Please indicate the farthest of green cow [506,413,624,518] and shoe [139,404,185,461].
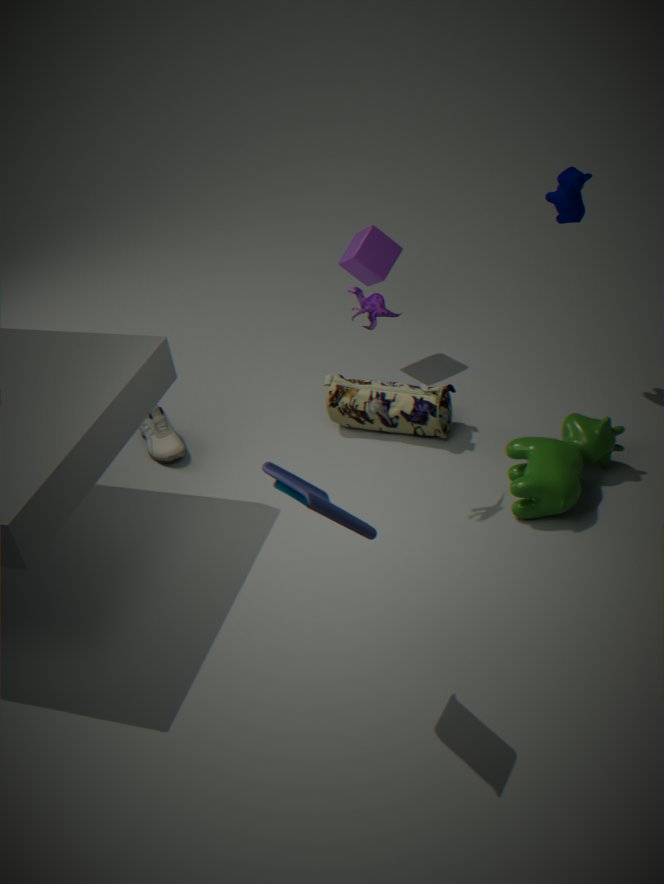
shoe [139,404,185,461]
